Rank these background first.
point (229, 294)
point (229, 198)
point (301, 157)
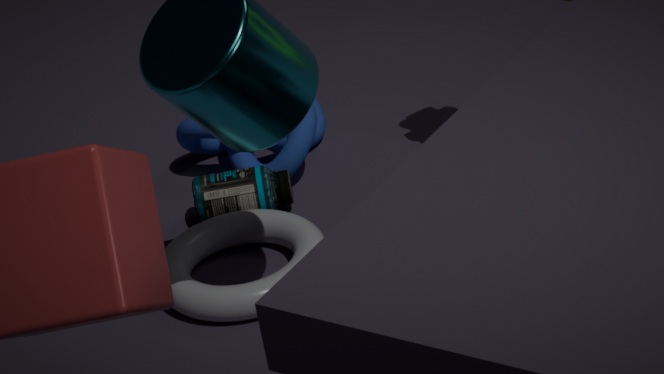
point (301, 157) < point (229, 198) < point (229, 294)
